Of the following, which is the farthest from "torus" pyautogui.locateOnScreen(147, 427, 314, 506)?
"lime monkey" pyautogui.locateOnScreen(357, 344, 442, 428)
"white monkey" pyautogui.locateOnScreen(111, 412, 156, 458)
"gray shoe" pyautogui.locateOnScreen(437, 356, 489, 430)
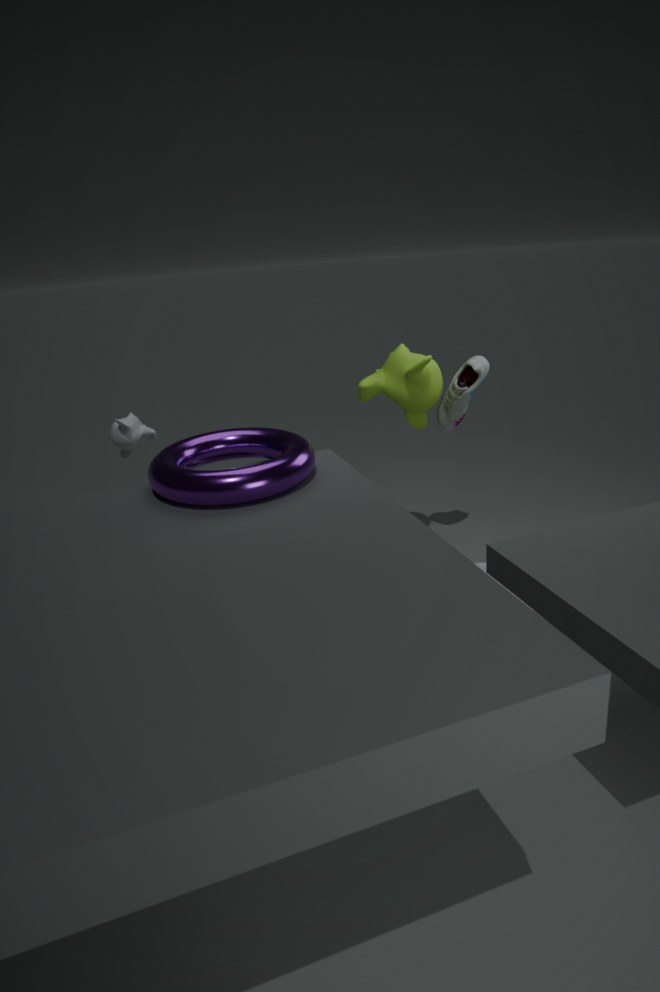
"gray shoe" pyautogui.locateOnScreen(437, 356, 489, 430)
